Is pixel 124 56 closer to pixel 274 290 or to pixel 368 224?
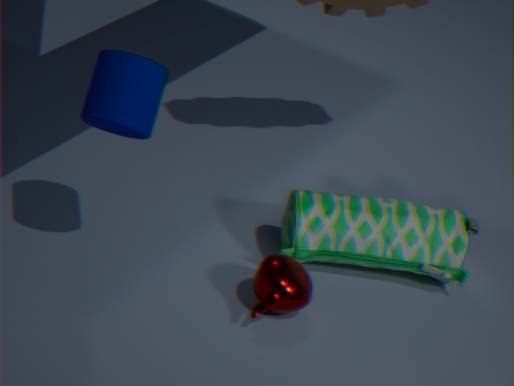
pixel 274 290
